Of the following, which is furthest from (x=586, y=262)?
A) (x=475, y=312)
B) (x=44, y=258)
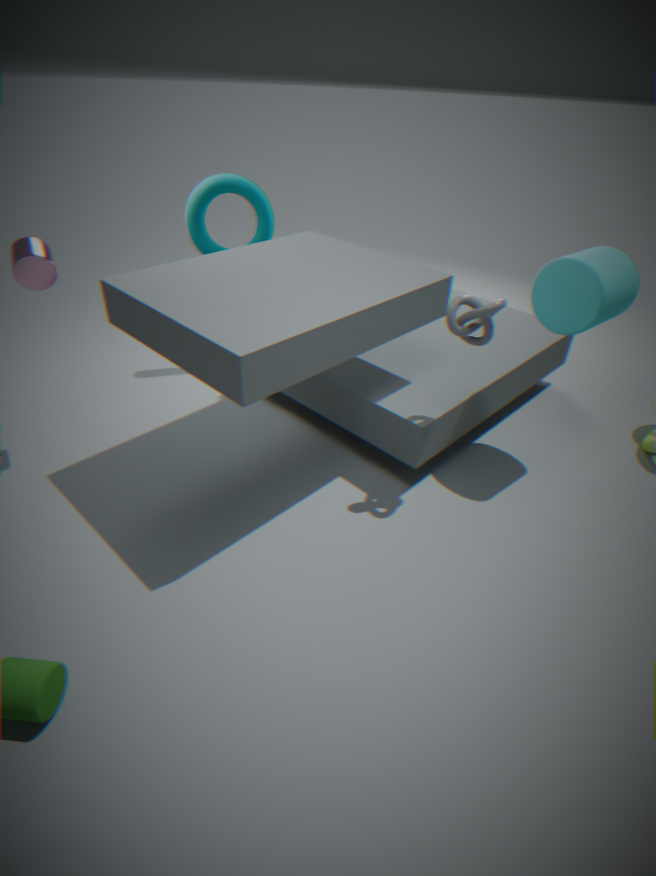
(x=44, y=258)
